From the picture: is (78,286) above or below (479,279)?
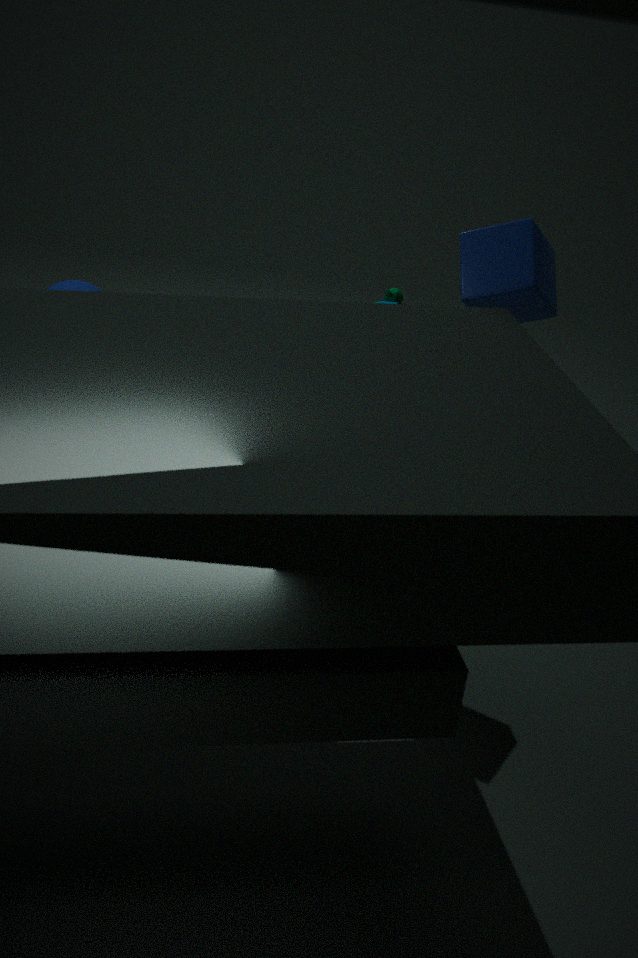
below
